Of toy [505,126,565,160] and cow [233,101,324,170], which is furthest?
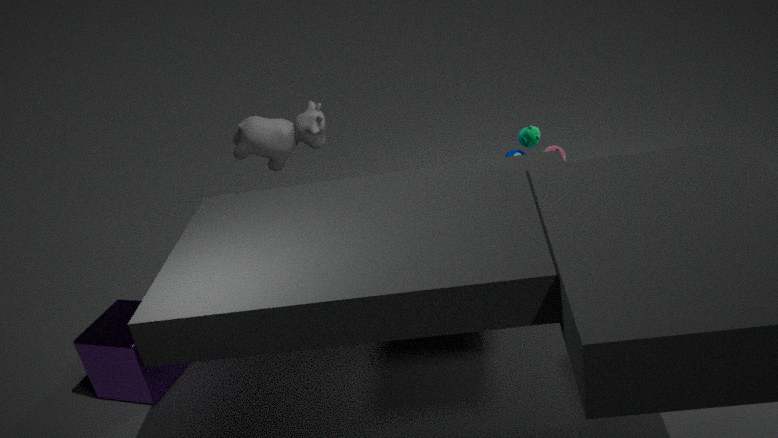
cow [233,101,324,170]
